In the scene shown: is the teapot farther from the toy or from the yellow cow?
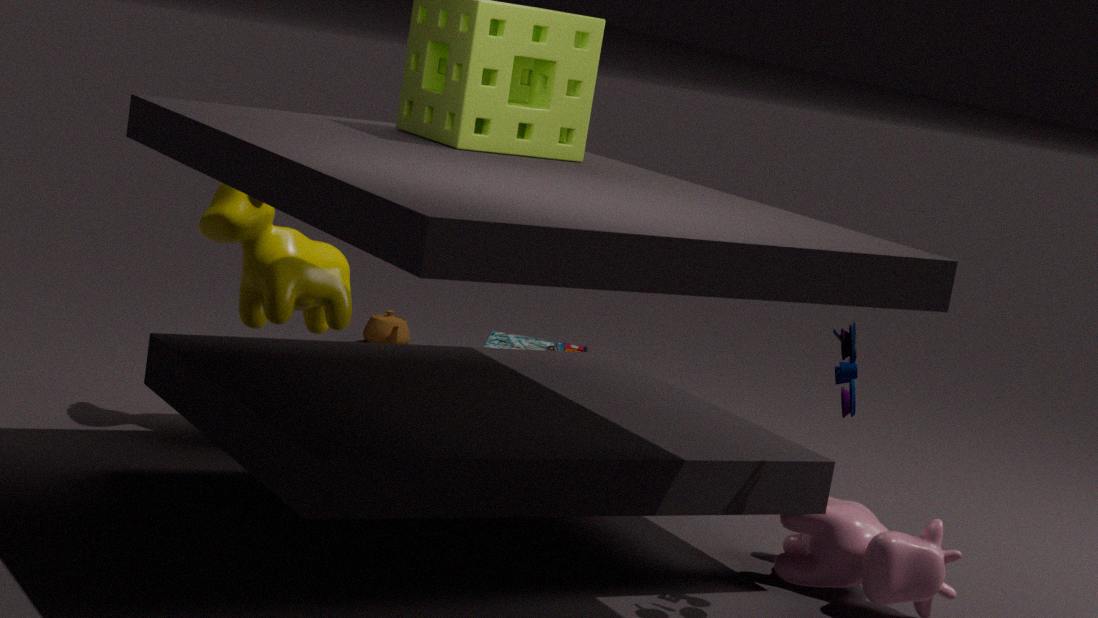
the toy
